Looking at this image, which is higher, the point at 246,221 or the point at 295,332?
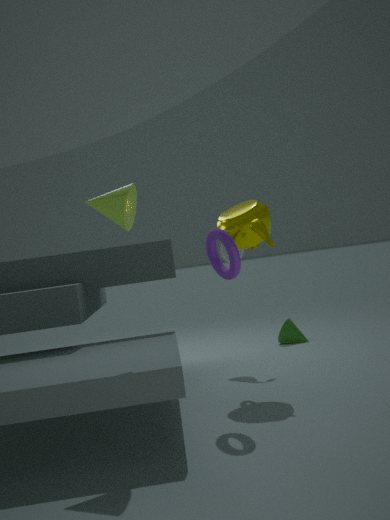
the point at 246,221
